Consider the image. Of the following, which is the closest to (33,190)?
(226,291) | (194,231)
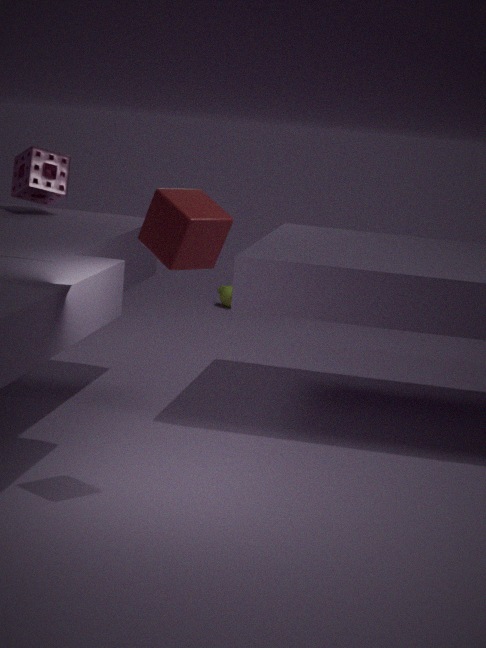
(194,231)
